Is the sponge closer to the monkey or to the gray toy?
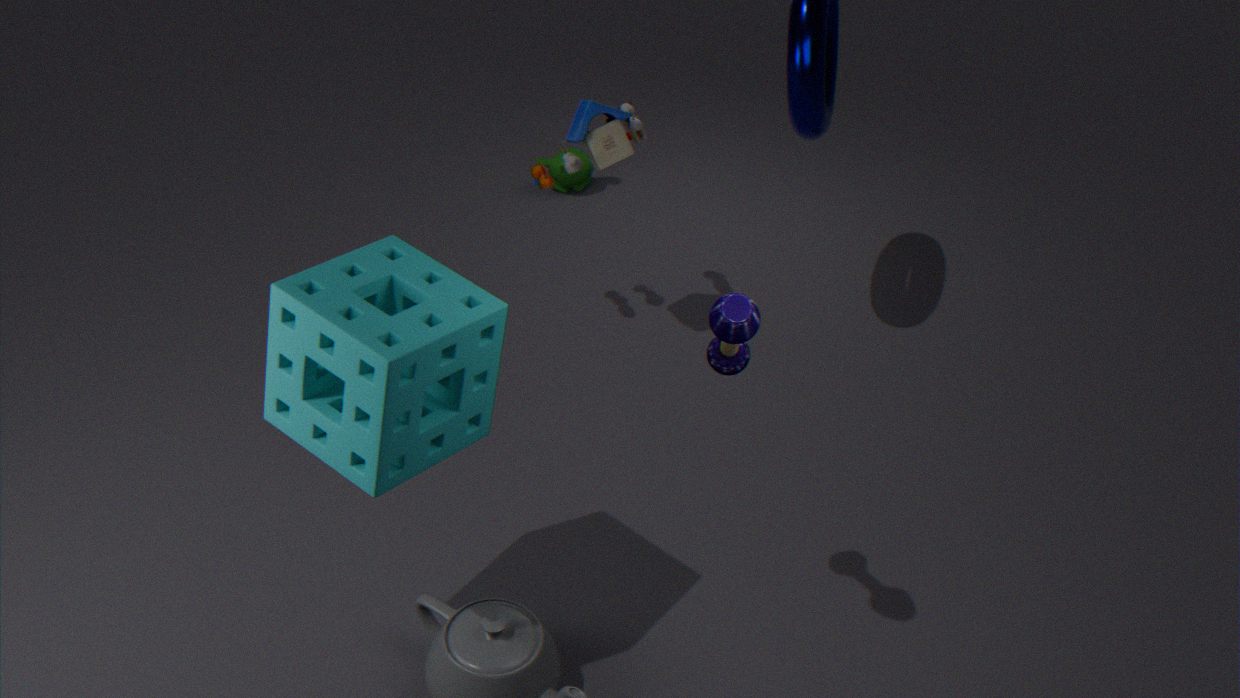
the gray toy
